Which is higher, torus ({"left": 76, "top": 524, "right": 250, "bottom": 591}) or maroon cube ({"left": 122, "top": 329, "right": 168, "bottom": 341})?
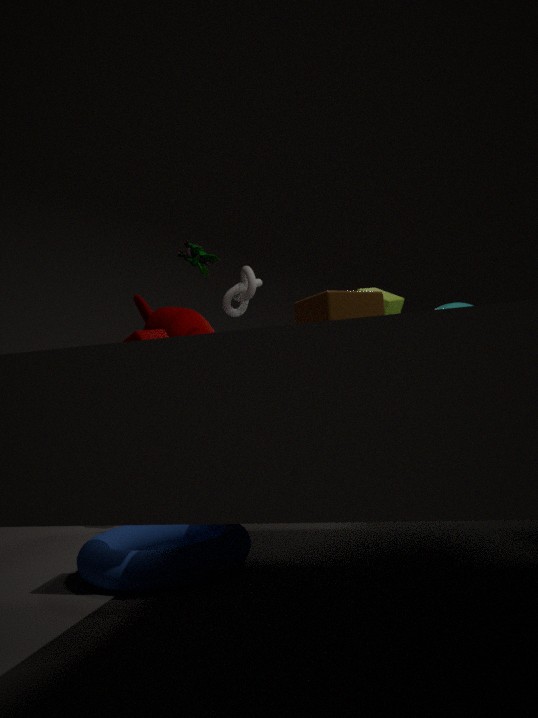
maroon cube ({"left": 122, "top": 329, "right": 168, "bottom": 341})
